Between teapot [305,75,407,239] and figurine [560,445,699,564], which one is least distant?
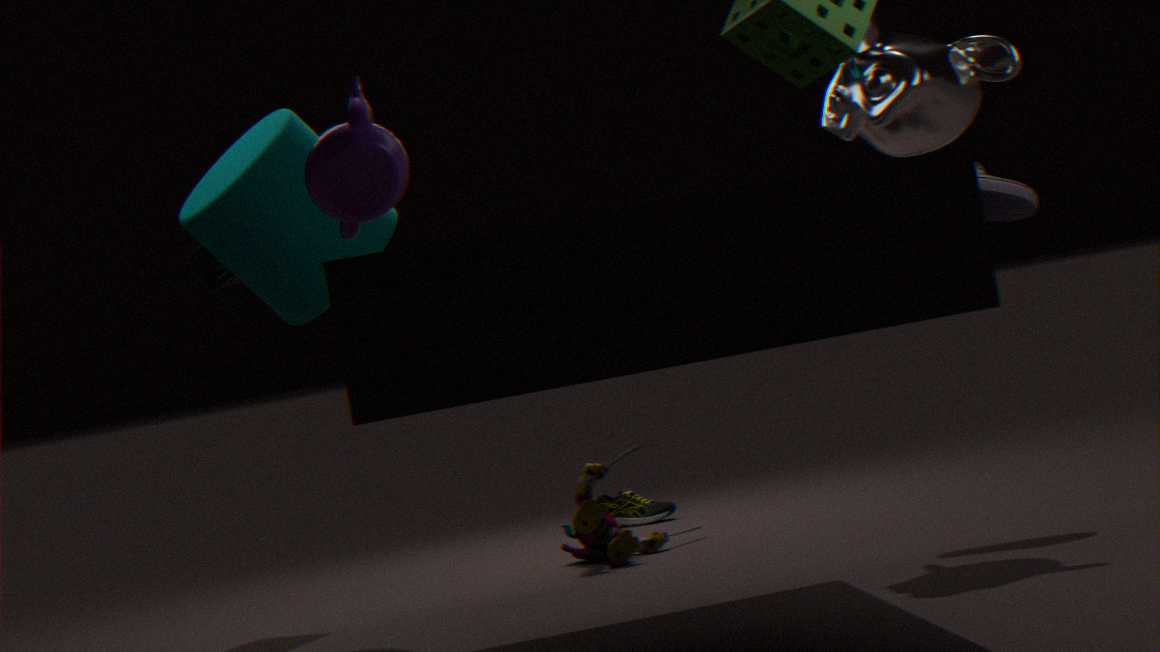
teapot [305,75,407,239]
